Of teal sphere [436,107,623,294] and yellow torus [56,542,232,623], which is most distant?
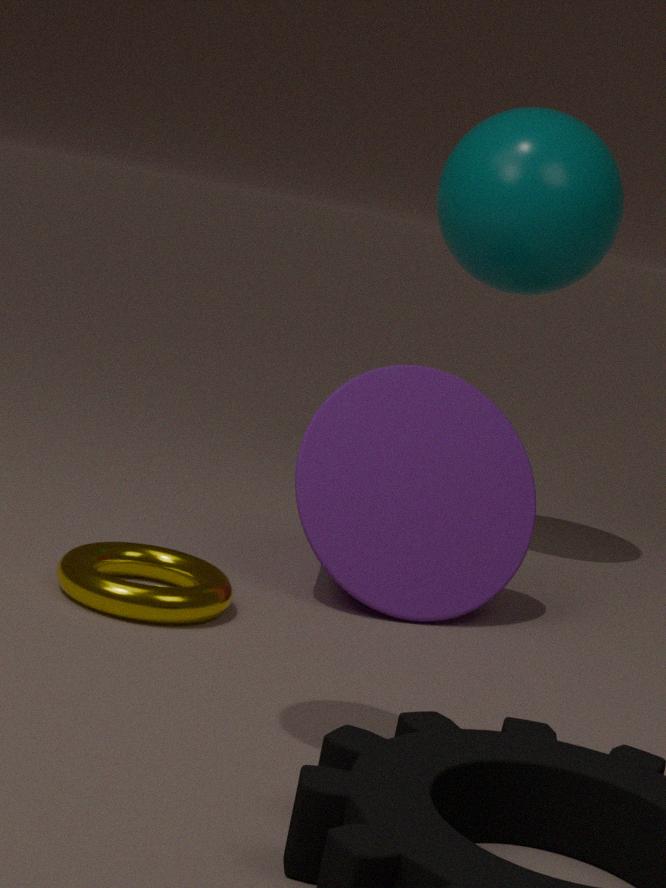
teal sphere [436,107,623,294]
